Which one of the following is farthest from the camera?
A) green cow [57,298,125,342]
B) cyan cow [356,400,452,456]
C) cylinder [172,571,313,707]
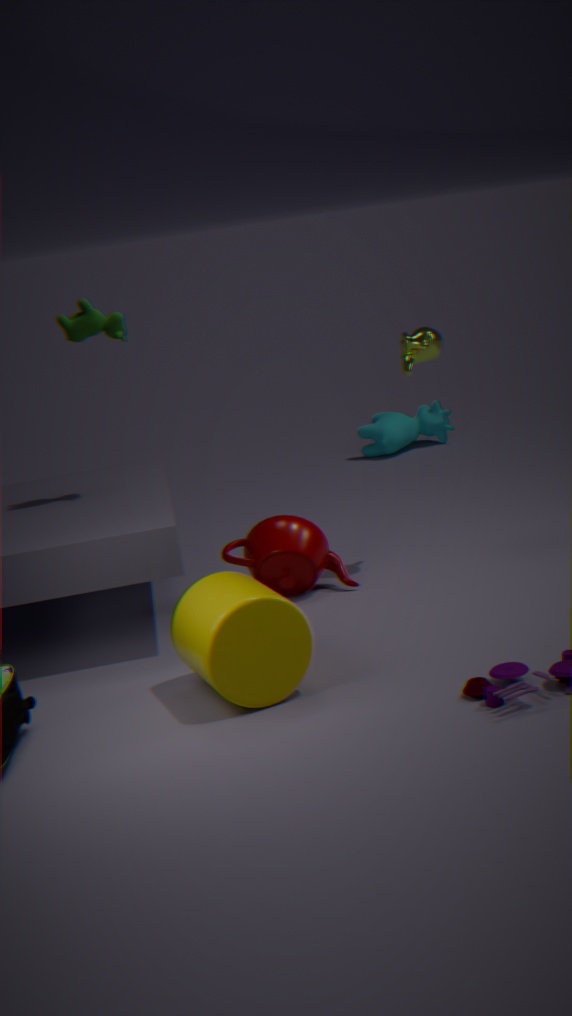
cyan cow [356,400,452,456]
